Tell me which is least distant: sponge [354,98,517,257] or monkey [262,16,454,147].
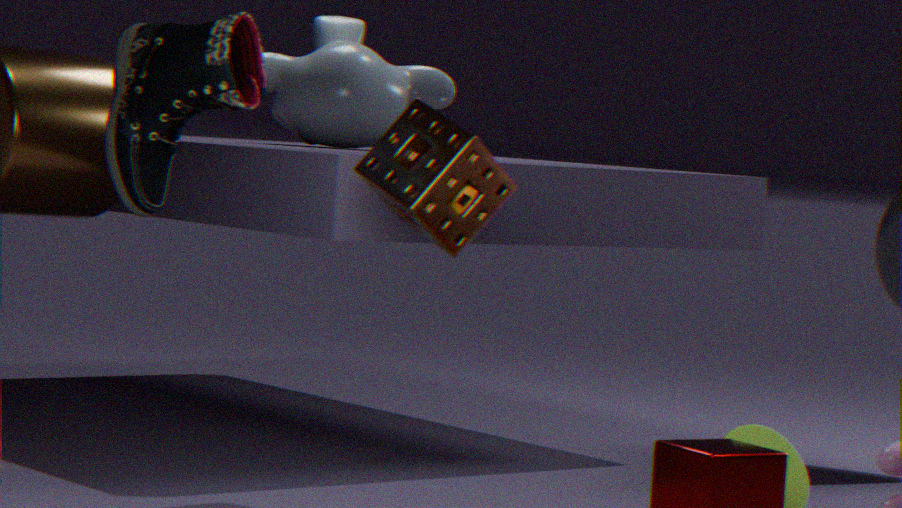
sponge [354,98,517,257]
